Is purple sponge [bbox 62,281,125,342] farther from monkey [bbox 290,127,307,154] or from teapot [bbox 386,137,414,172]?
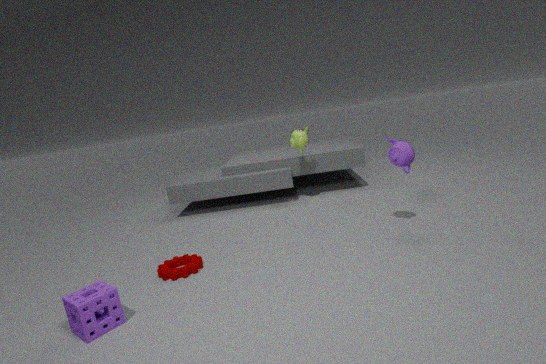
monkey [bbox 290,127,307,154]
